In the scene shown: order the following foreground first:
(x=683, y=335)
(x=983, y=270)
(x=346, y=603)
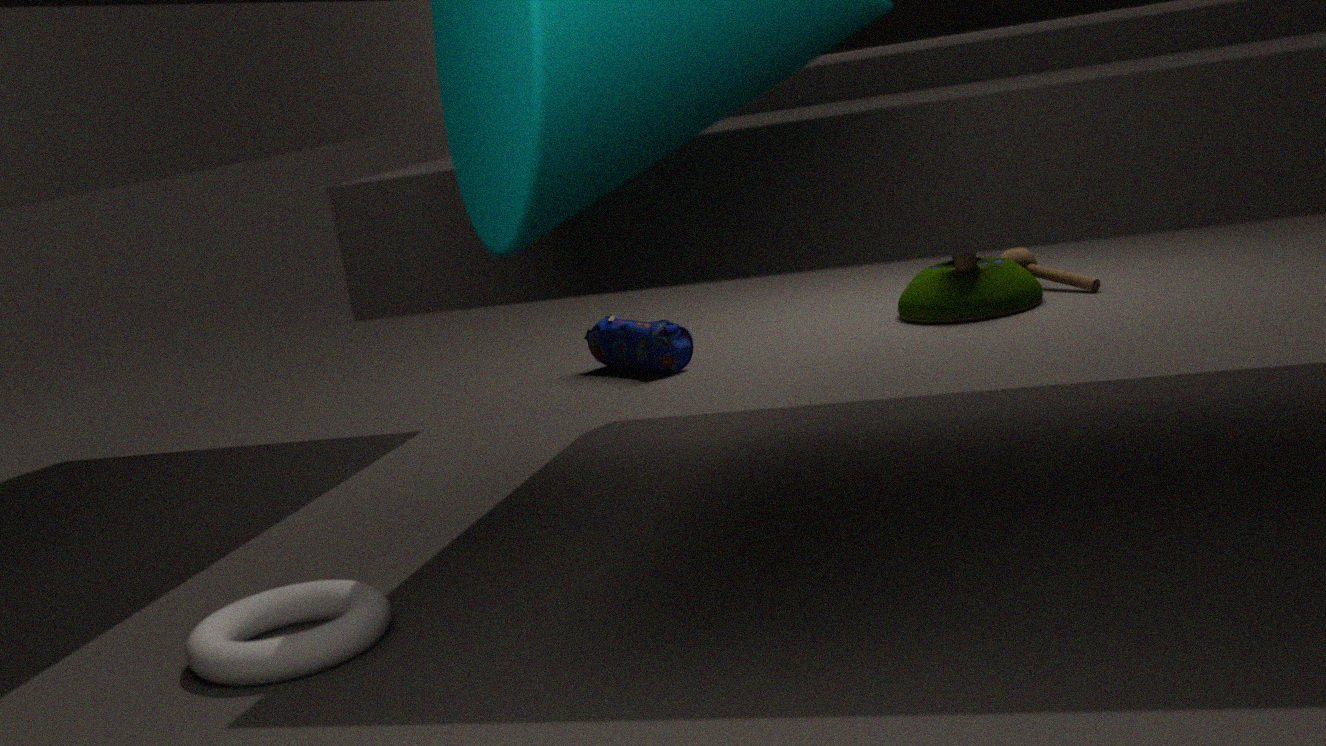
(x=346, y=603), (x=683, y=335), (x=983, y=270)
